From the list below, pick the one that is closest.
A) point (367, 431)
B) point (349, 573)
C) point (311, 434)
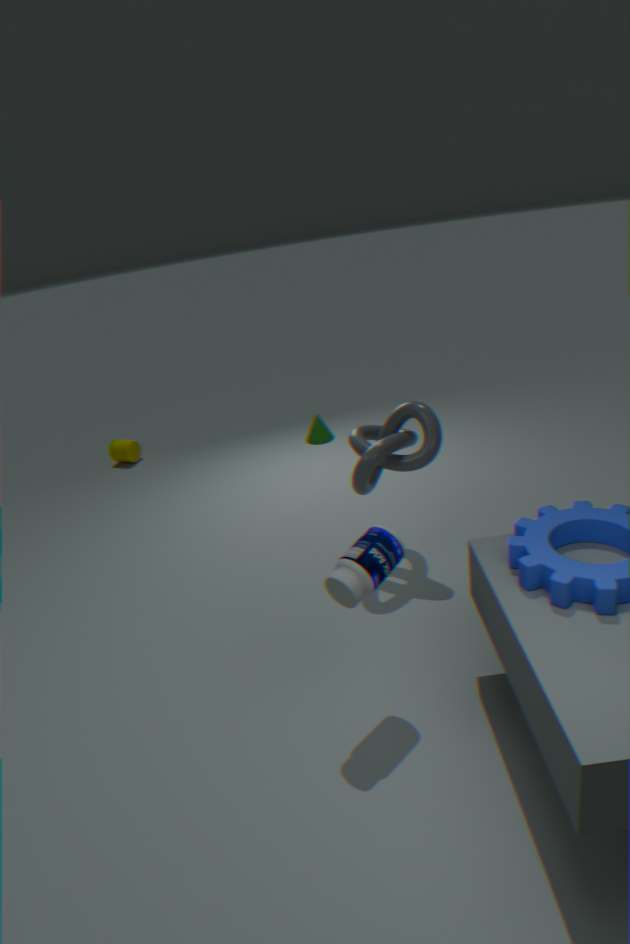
point (349, 573)
